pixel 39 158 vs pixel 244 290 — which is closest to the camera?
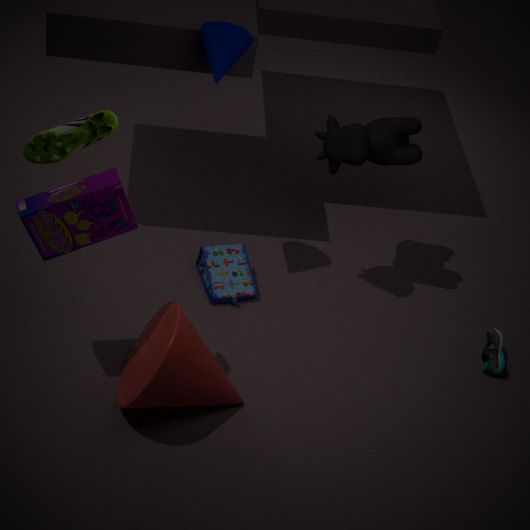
pixel 39 158
